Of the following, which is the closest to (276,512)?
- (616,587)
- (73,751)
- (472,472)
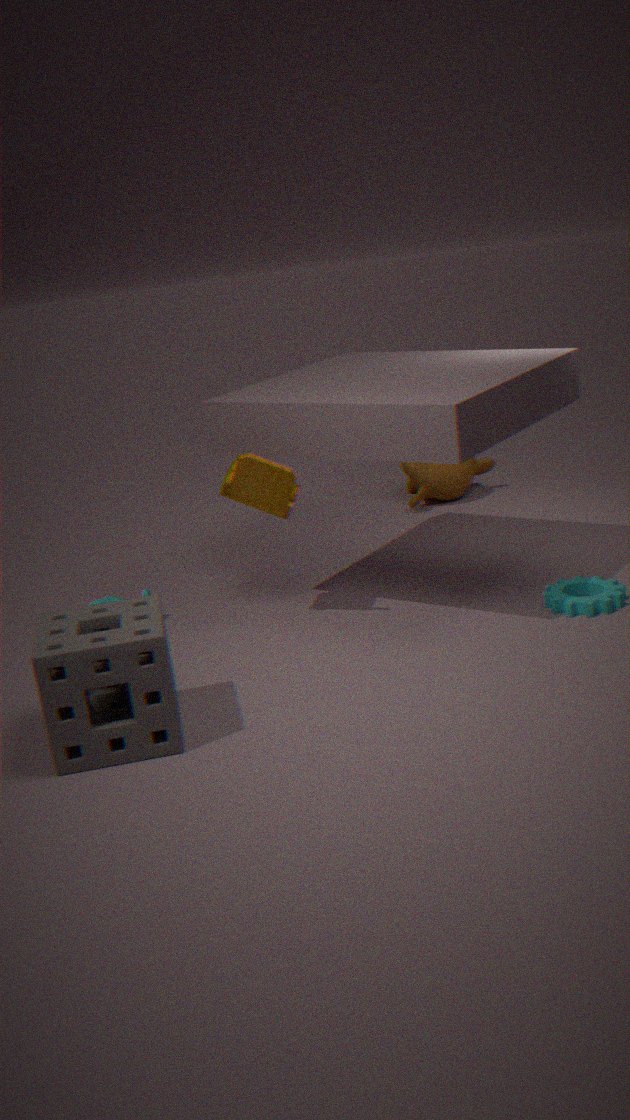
(73,751)
